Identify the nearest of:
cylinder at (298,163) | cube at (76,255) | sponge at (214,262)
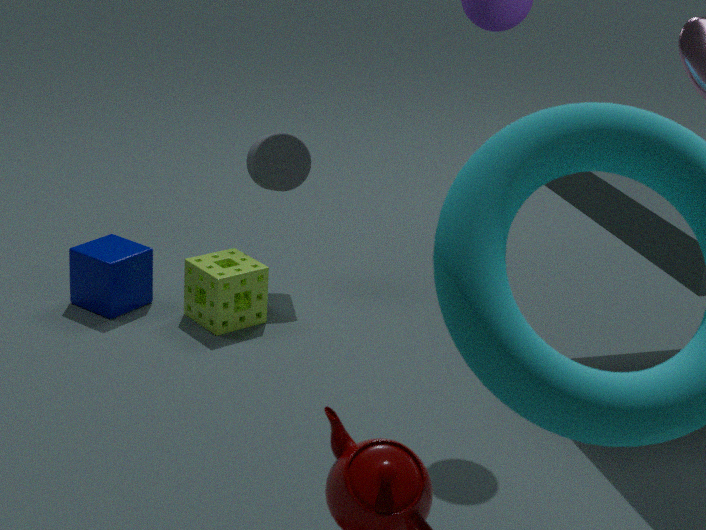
sponge at (214,262)
